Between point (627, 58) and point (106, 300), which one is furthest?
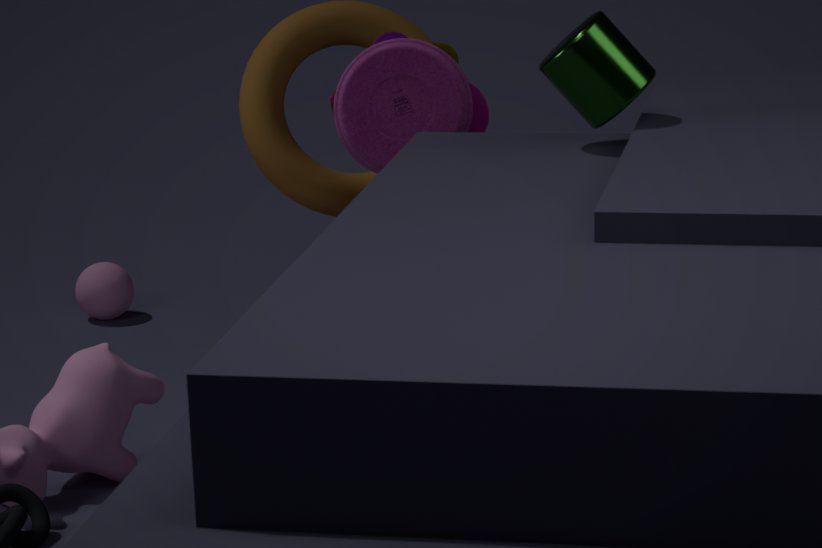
point (106, 300)
